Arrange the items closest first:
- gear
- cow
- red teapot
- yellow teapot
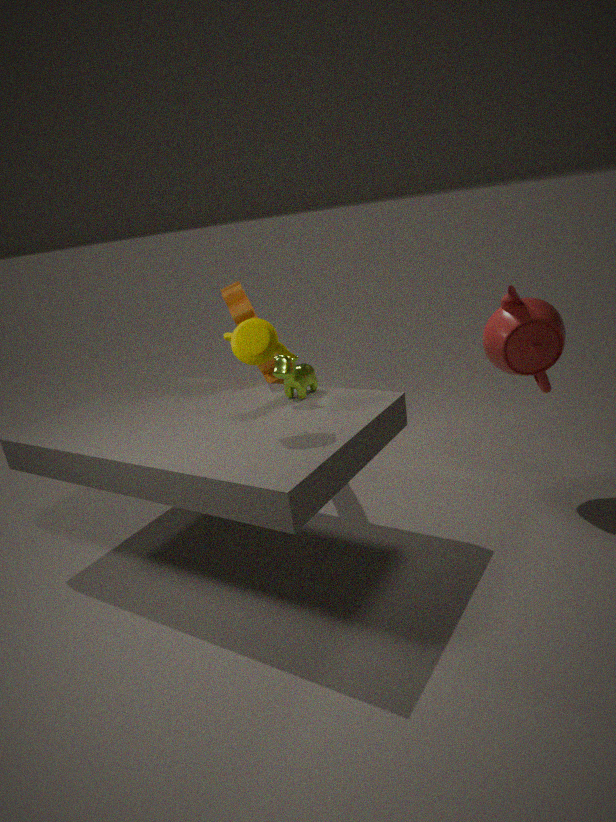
yellow teapot < red teapot < cow < gear
